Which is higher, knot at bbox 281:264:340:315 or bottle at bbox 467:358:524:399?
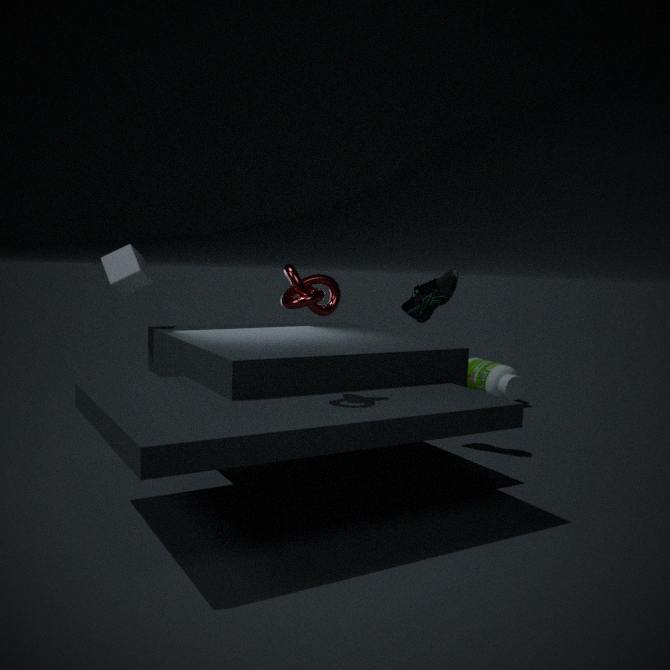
knot at bbox 281:264:340:315
